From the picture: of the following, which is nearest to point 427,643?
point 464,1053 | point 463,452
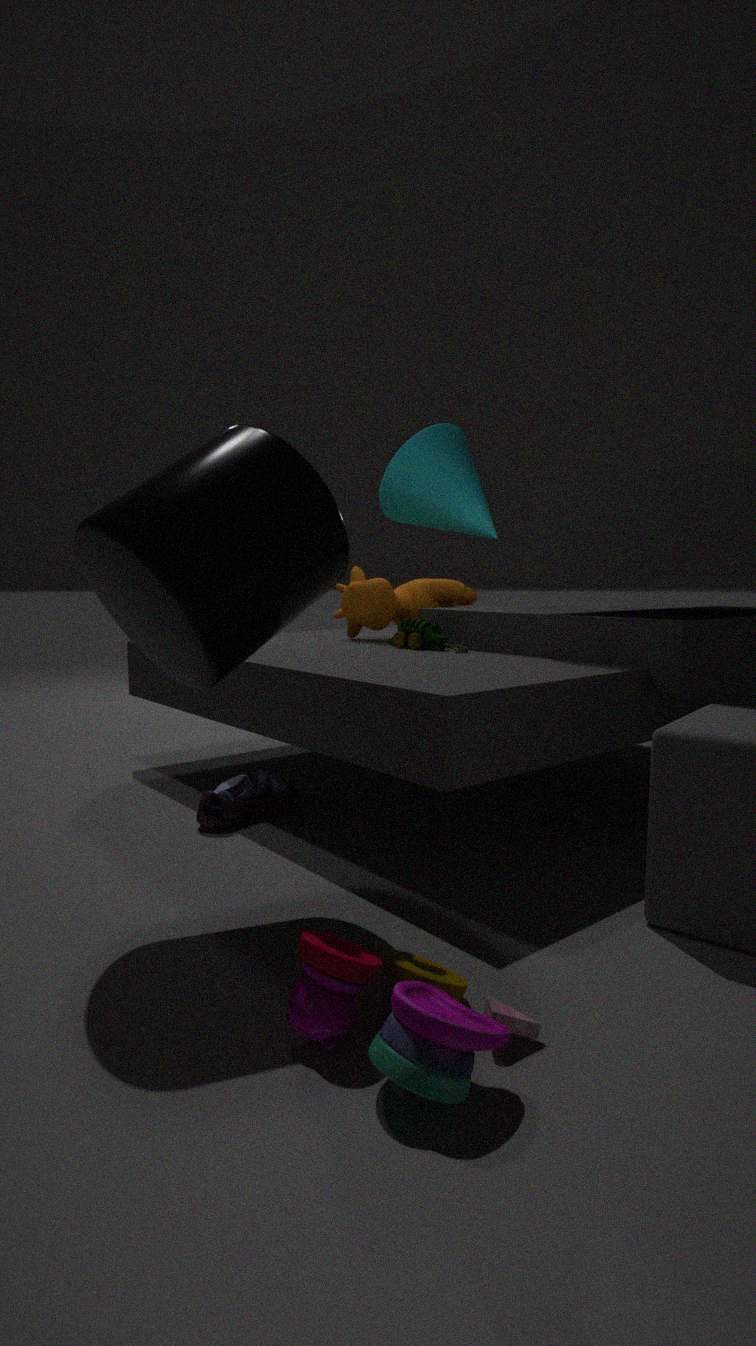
point 463,452
